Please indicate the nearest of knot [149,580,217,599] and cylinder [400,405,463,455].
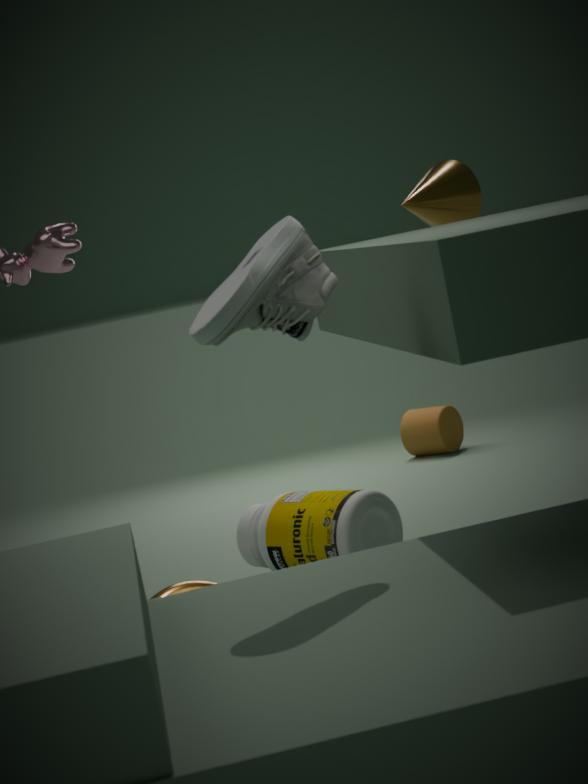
knot [149,580,217,599]
